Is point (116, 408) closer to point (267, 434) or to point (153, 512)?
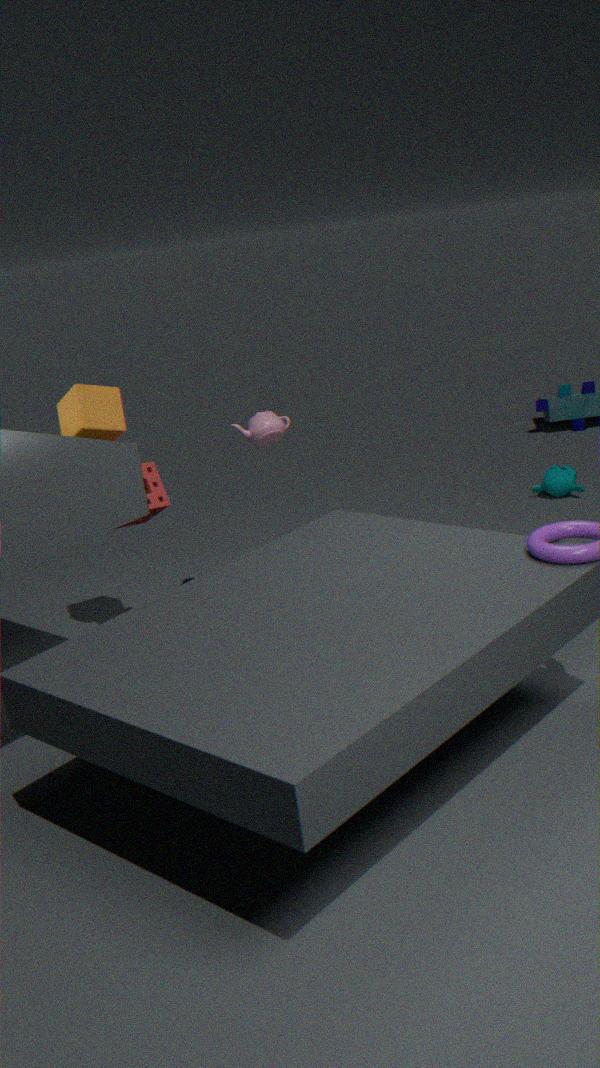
point (153, 512)
